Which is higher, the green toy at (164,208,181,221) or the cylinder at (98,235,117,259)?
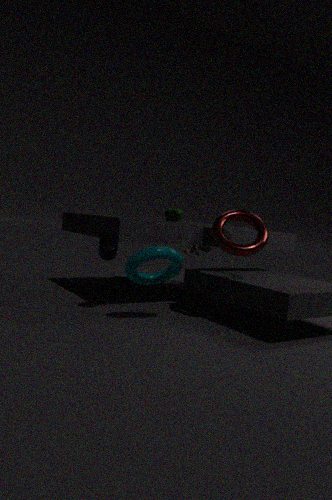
the green toy at (164,208,181,221)
